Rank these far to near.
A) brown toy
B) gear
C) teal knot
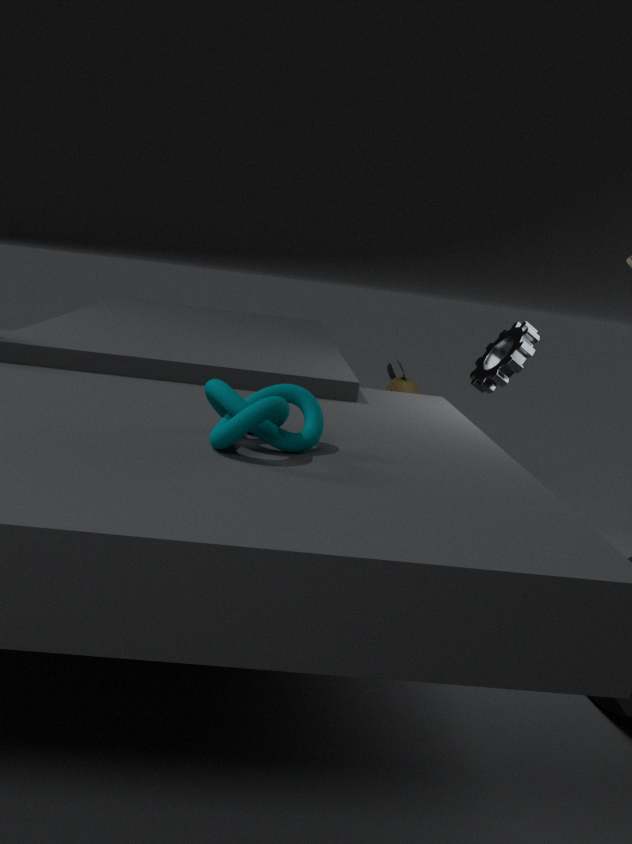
A: brown toy → gear → teal knot
